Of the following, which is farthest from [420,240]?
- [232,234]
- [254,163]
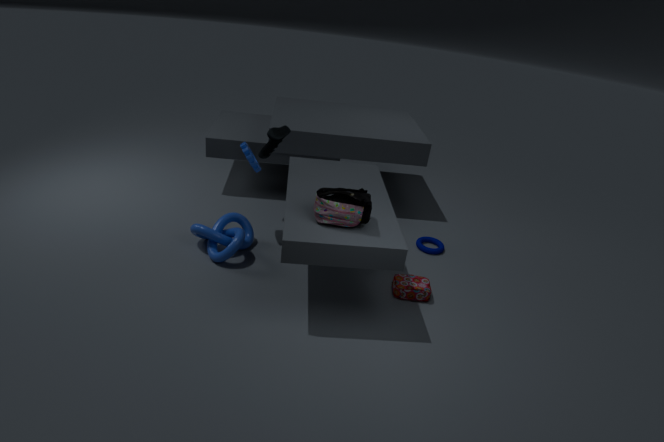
[232,234]
